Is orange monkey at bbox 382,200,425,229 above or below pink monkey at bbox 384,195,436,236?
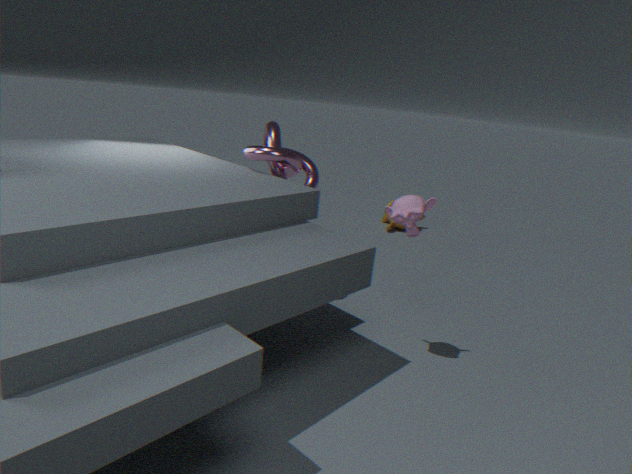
below
